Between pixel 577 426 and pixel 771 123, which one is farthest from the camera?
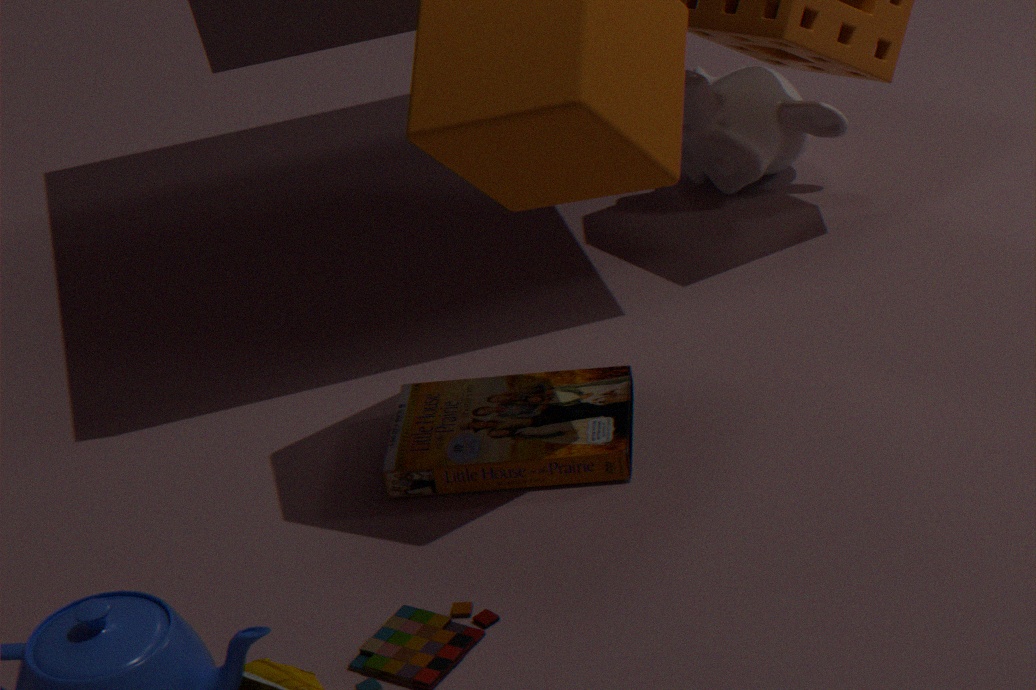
pixel 771 123
